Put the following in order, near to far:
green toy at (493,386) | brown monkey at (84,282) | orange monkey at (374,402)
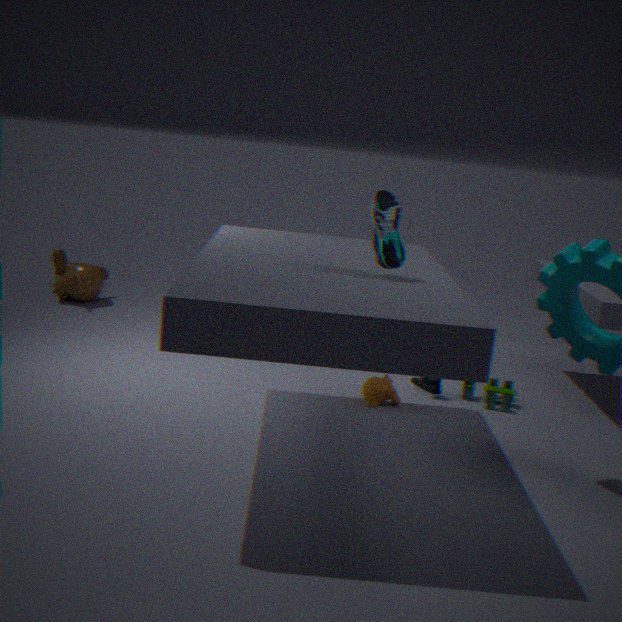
1. orange monkey at (374,402)
2. green toy at (493,386)
3. brown monkey at (84,282)
